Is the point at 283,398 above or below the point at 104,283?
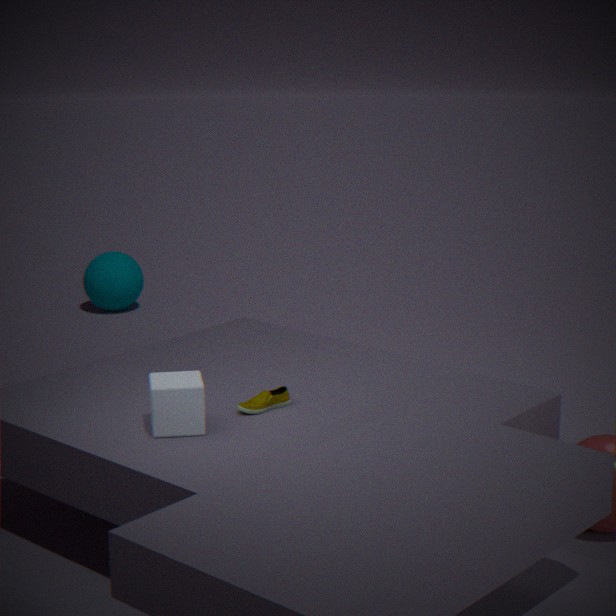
above
